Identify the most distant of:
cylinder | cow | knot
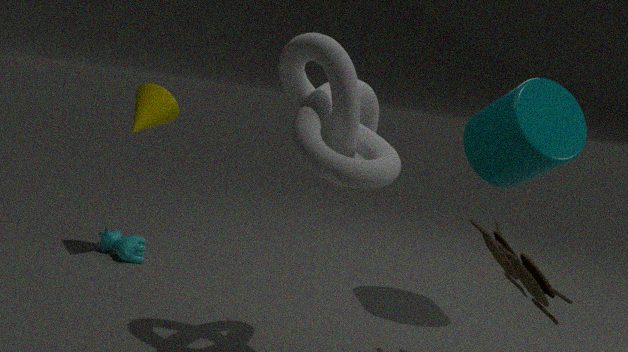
cow
